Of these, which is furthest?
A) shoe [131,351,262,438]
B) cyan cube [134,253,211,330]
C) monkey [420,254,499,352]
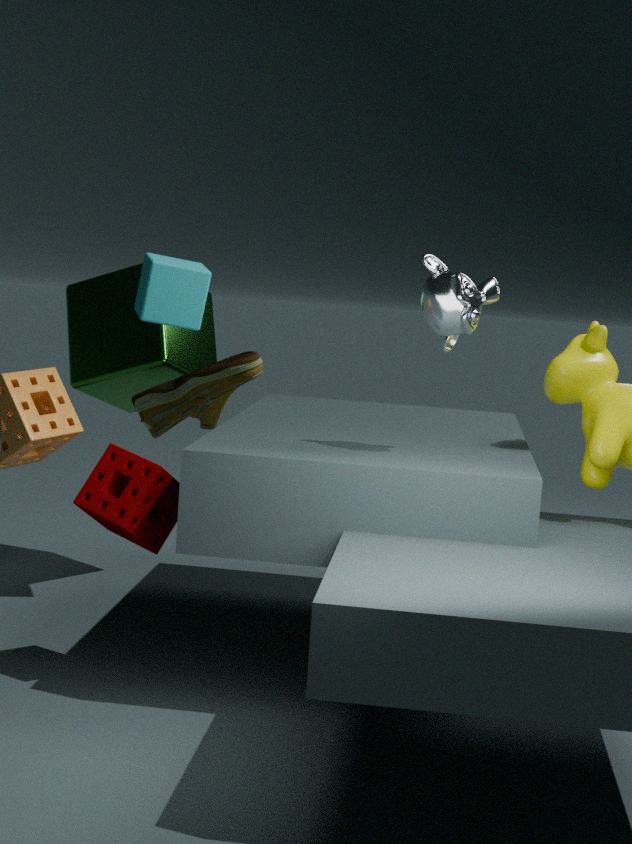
cyan cube [134,253,211,330]
